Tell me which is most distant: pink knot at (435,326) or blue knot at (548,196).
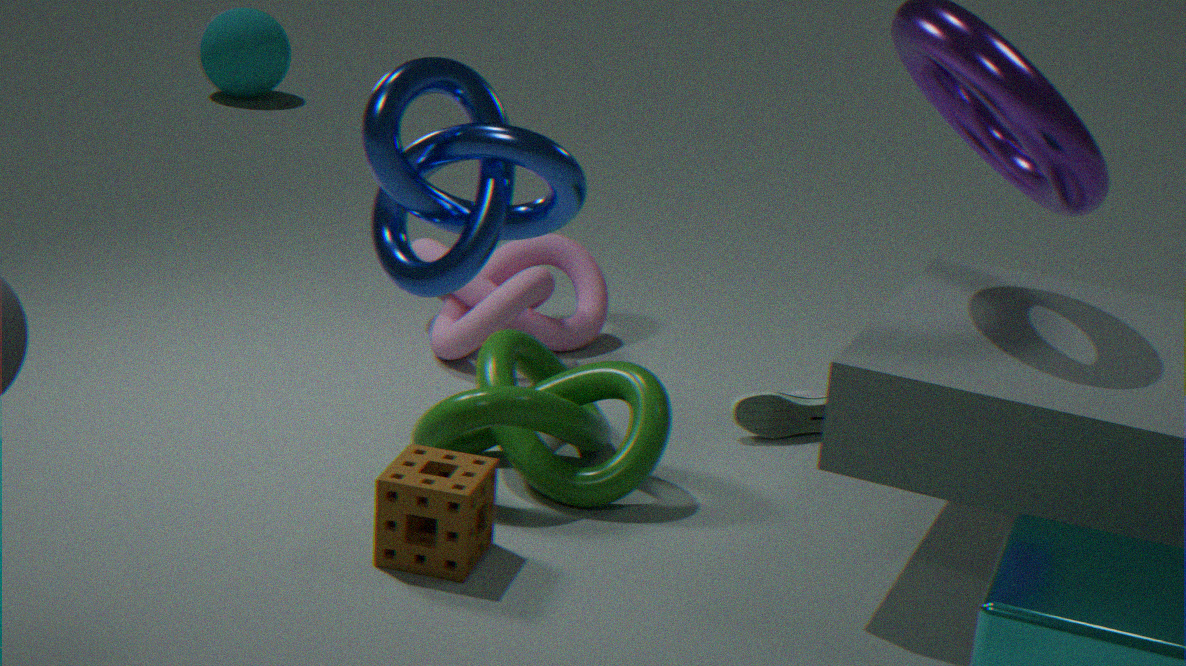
pink knot at (435,326)
